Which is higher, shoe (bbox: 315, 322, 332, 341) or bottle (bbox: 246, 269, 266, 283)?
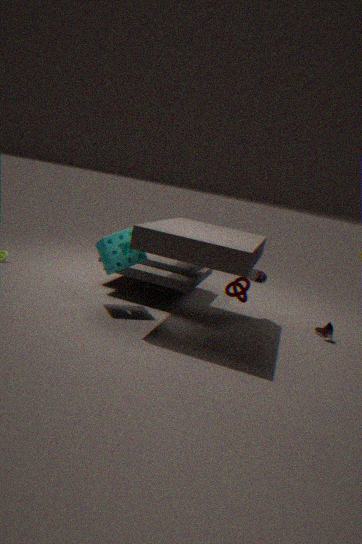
bottle (bbox: 246, 269, 266, 283)
